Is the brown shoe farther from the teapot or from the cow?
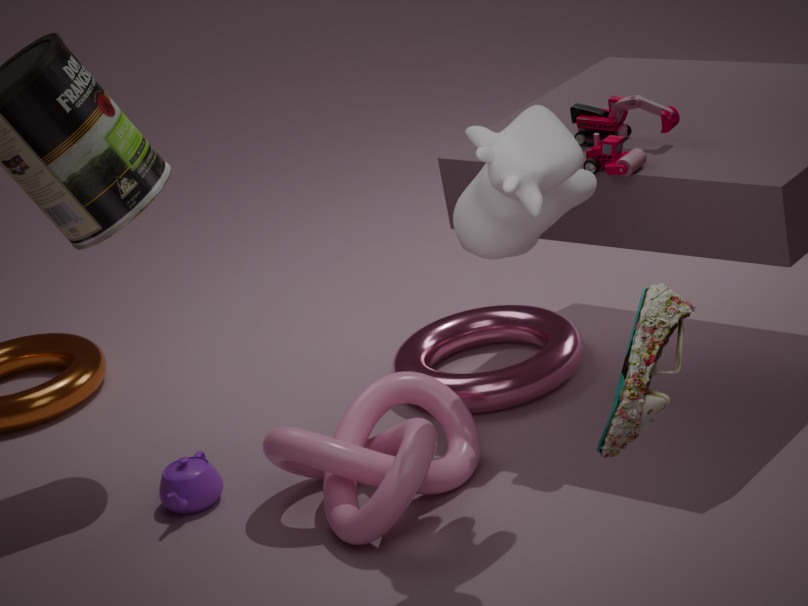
the teapot
